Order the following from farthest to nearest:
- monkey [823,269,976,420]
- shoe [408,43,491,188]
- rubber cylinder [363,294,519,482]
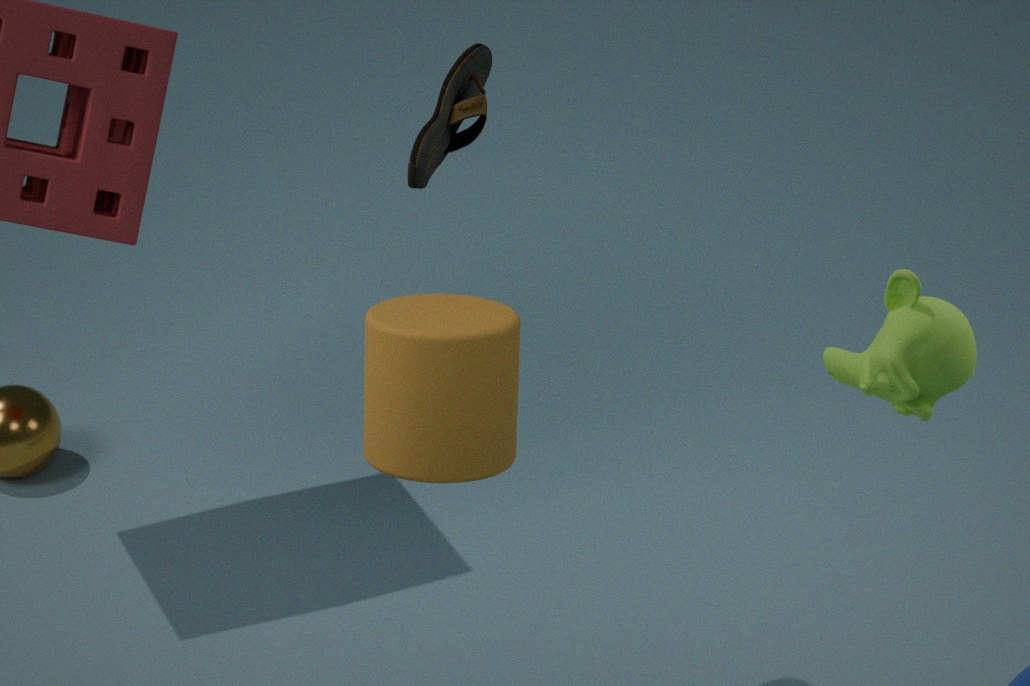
shoe [408,43,491,188], monkey [823,269,976,420], rubber cylinder [363,294,519,482]
